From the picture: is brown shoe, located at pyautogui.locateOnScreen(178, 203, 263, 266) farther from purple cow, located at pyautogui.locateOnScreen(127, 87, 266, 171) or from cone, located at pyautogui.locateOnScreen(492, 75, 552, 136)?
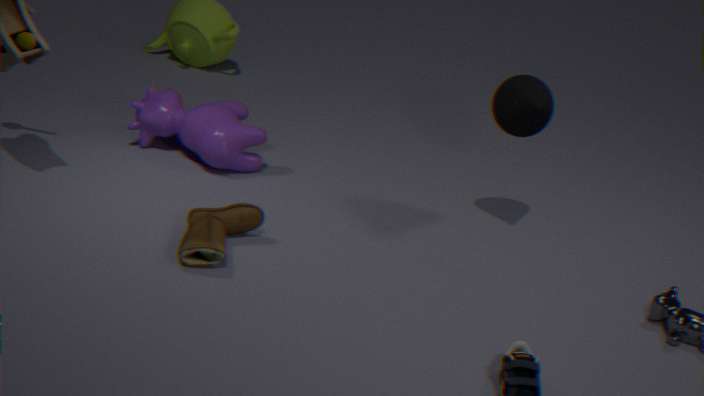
cone, located at pyautogui.locateOnScreen(492, 75, 552, 136)
